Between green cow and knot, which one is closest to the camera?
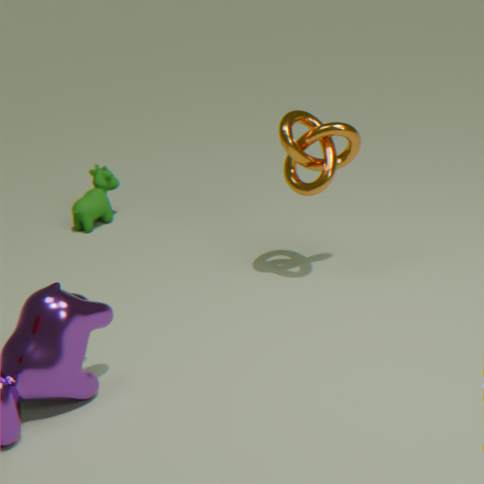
knot
